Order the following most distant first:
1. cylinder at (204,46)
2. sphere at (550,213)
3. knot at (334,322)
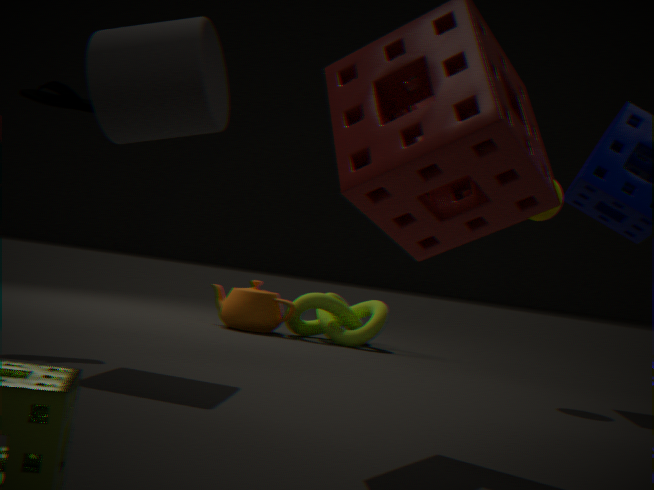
knot at (334,322), sphere at (550,213), cylinder at (204,46)
